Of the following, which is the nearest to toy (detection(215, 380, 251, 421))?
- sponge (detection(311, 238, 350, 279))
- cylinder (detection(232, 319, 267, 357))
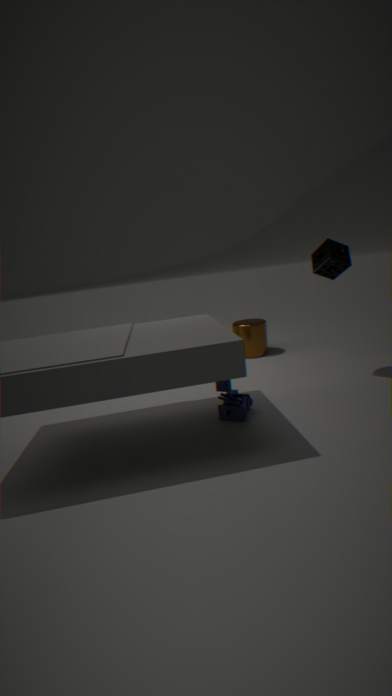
sponge (detection(311, 238, 350, 279))
